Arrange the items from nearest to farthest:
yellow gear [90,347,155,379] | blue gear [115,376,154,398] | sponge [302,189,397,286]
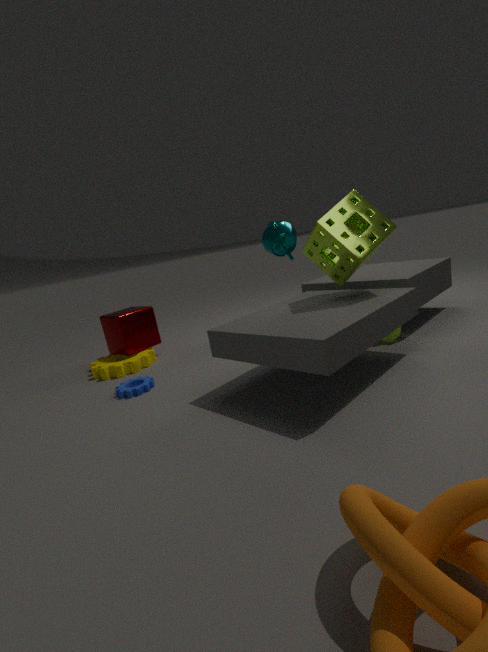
sponge [302,189,397,286] → blue gear [115,376,154,398] → yellow gear [90,347,155,379]
